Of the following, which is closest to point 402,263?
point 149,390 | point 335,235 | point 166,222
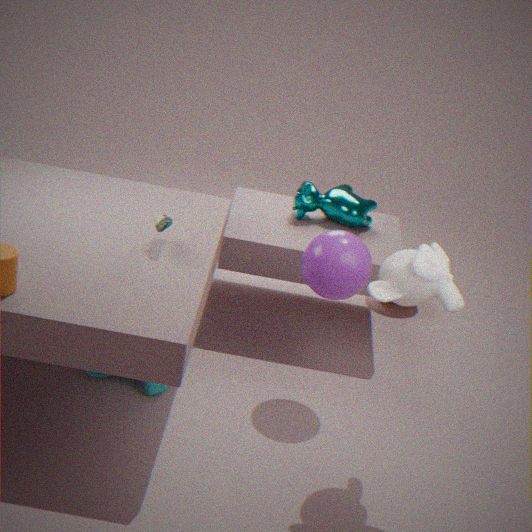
point 335,235
